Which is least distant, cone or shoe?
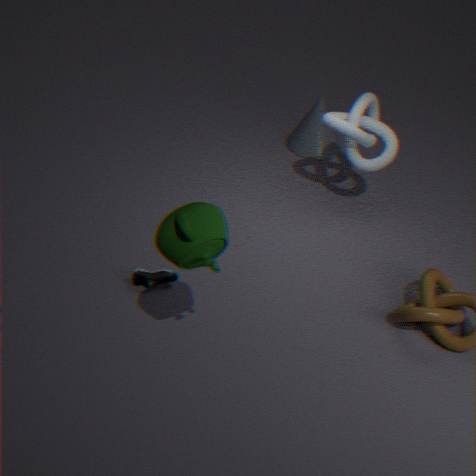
shoe
